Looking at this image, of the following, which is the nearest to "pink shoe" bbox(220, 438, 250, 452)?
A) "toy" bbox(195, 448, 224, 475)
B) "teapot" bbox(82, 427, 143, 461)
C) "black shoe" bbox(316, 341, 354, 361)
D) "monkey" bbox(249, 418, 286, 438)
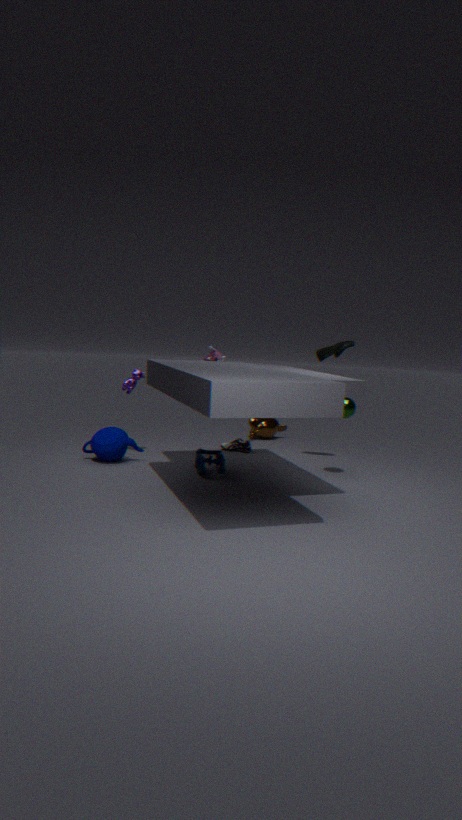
"monkey" bbox(249, 418, 286, 438)
